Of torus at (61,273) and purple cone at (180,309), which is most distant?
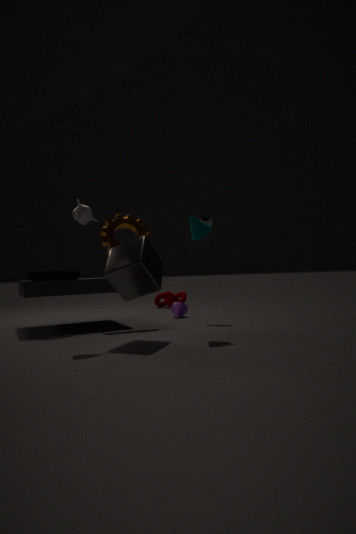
purple cone at (180,309)
